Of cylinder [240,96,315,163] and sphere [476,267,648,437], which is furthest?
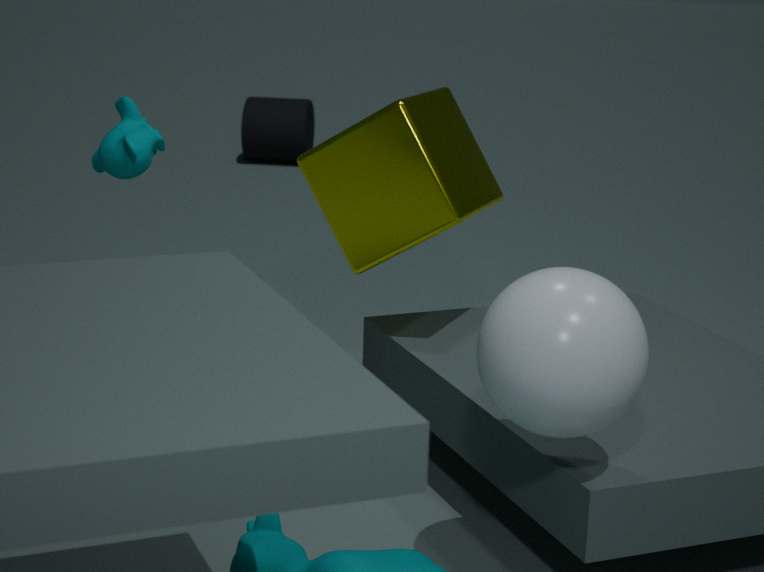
cylinder [240,96,315,163]
